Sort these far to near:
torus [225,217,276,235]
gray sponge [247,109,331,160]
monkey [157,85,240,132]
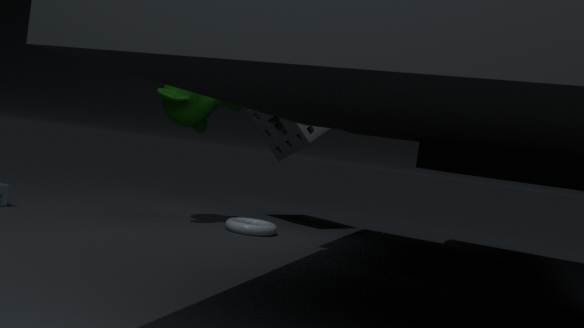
gray sponge [247,109,331,160]
torus [225,217,276,235]
monkey [157,85,240,132]
